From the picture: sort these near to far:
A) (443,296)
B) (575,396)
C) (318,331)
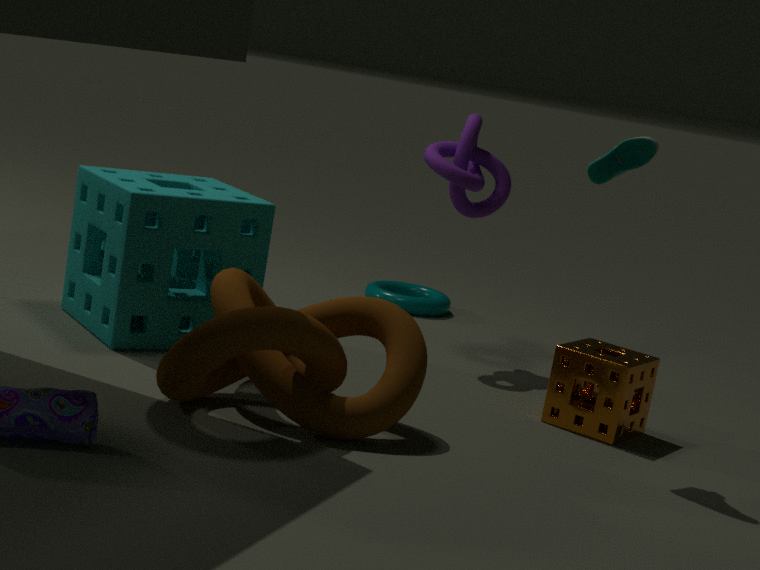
(318,331) < (575,396) < (443,296)
